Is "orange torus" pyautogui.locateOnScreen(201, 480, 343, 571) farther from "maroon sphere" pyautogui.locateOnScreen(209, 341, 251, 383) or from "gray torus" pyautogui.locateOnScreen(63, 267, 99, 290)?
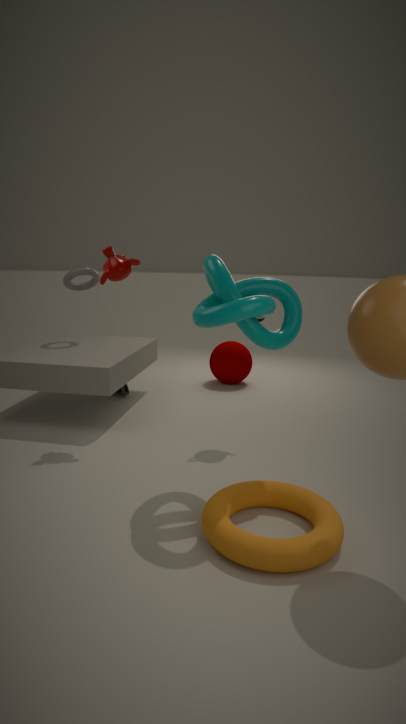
"gray torus" pyautogui.locateOnScreen(63, 267, 99, 290)
